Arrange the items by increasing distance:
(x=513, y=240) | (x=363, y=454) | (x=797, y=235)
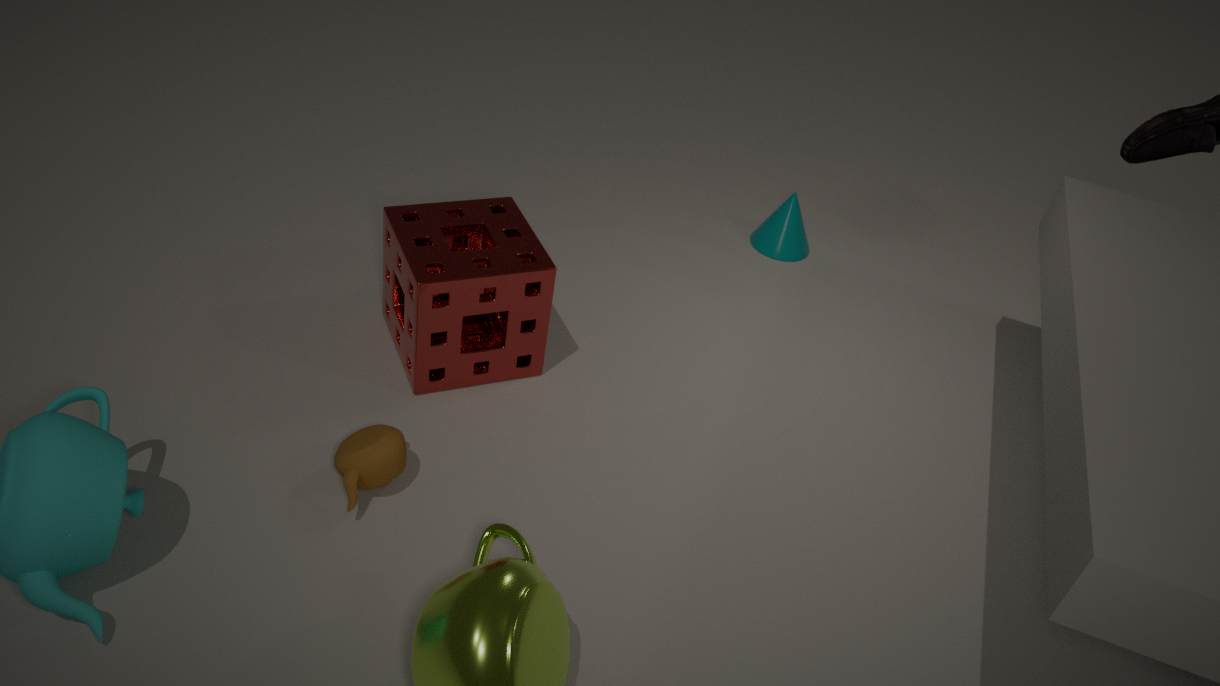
1. (x=363, y=454)
2. (x=513, y=240)
3. (x=797, y=235)
